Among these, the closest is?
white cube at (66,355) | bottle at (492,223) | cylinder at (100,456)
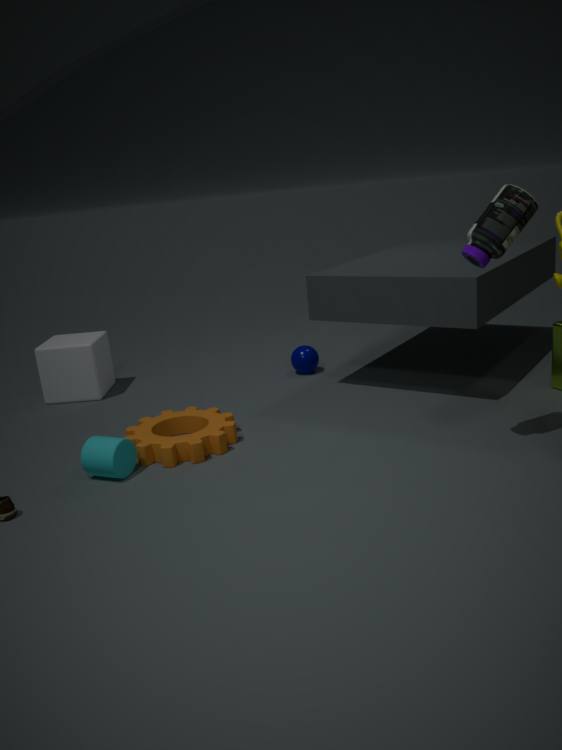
bottle at (492,223)
